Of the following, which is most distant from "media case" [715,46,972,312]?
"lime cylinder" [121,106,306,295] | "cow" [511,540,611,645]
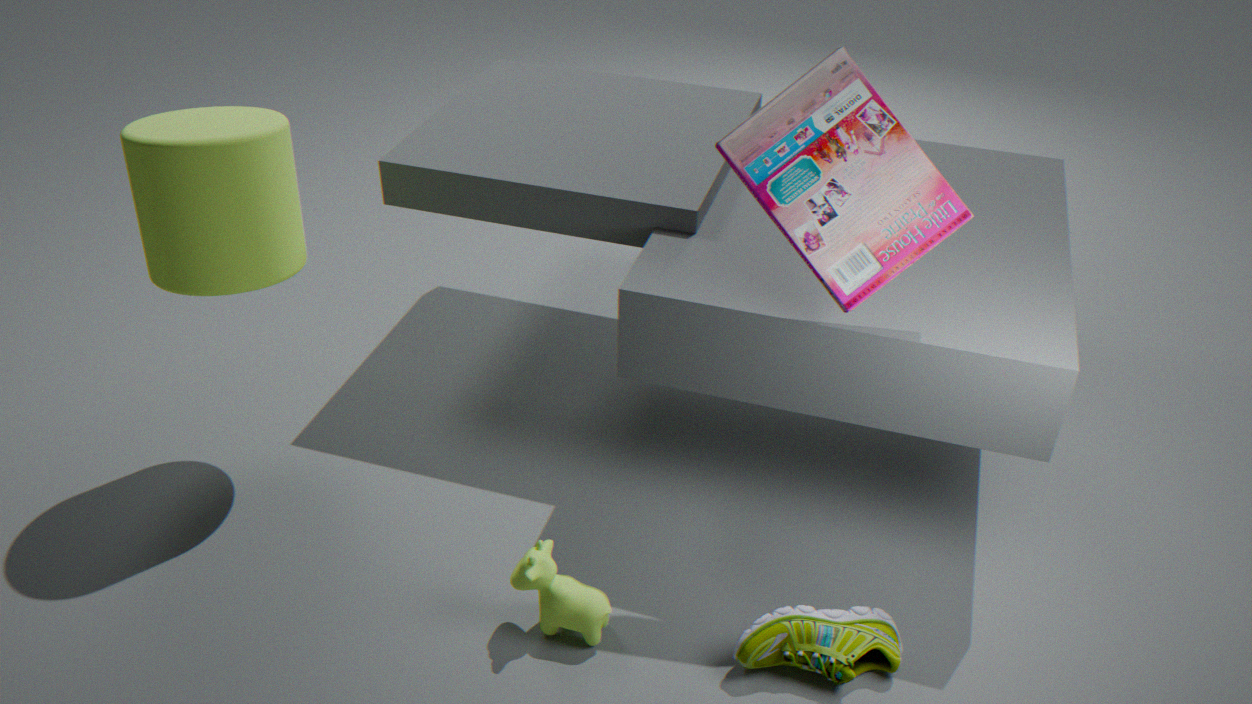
"lime cylinder" [121,106,306,295]
